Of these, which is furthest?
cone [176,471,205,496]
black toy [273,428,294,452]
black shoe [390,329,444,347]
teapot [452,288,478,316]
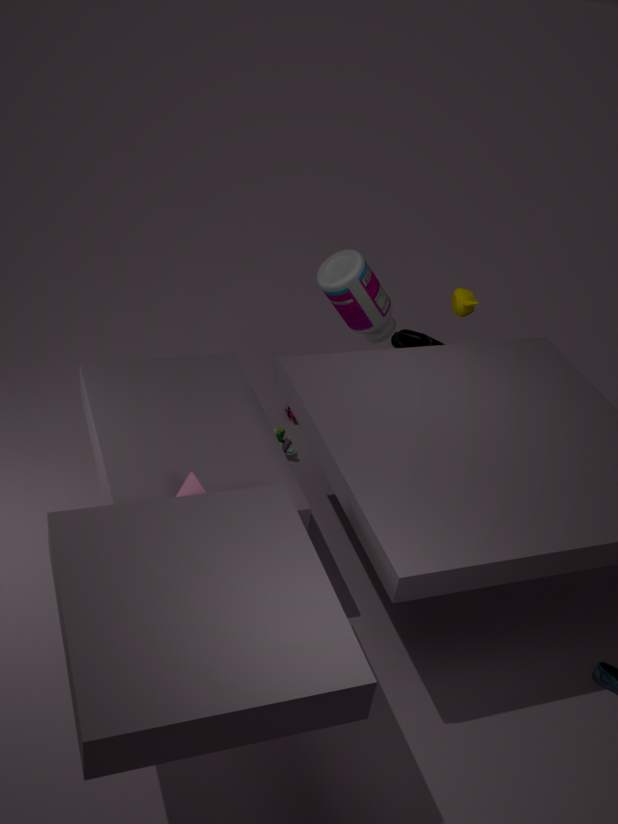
black toy [273,428,294,452]
